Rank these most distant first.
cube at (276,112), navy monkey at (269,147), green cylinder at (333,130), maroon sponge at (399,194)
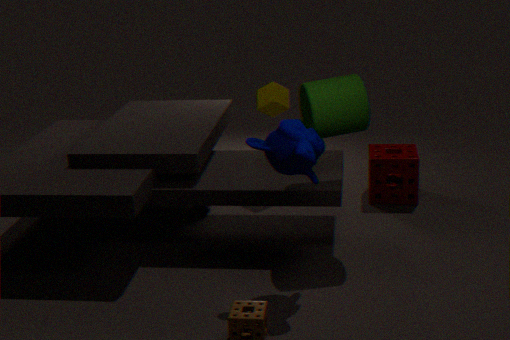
cube at (276,112) → maroon sponge at (399,194) → green cylinder at (333,130) → navy monkey at (269,147)
